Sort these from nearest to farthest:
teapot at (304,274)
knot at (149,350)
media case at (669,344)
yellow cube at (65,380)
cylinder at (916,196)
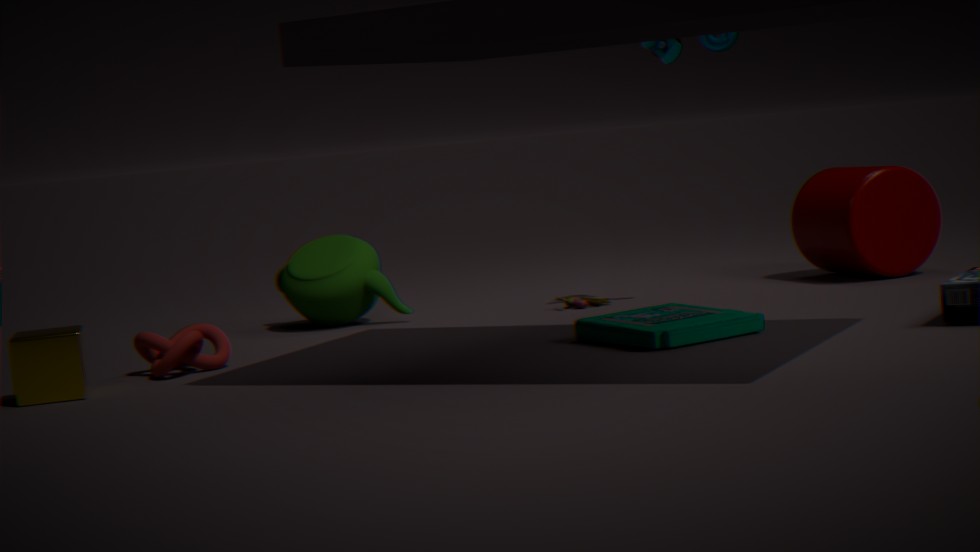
media case at (669,344) → yellow cube at (65,380) → knot at (149,350) → cylinder at (916,196) → teapot at (304,274)
